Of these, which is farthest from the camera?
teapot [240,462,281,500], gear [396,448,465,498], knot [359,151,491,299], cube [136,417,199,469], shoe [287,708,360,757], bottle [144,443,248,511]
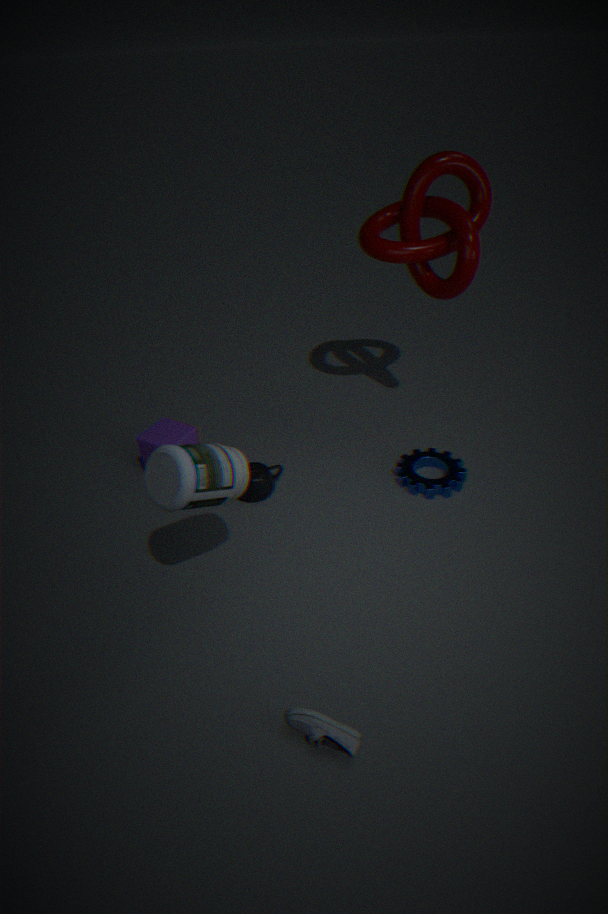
cube [136,417,199,469]
